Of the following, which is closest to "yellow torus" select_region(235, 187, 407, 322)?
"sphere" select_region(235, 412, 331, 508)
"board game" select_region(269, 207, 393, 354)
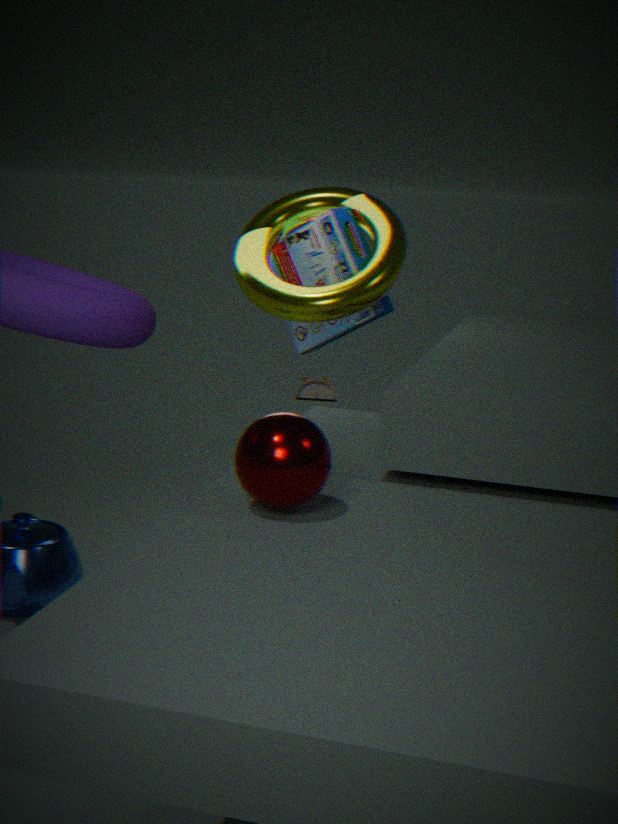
"board game" select_region(269, 207, 393, 354)
